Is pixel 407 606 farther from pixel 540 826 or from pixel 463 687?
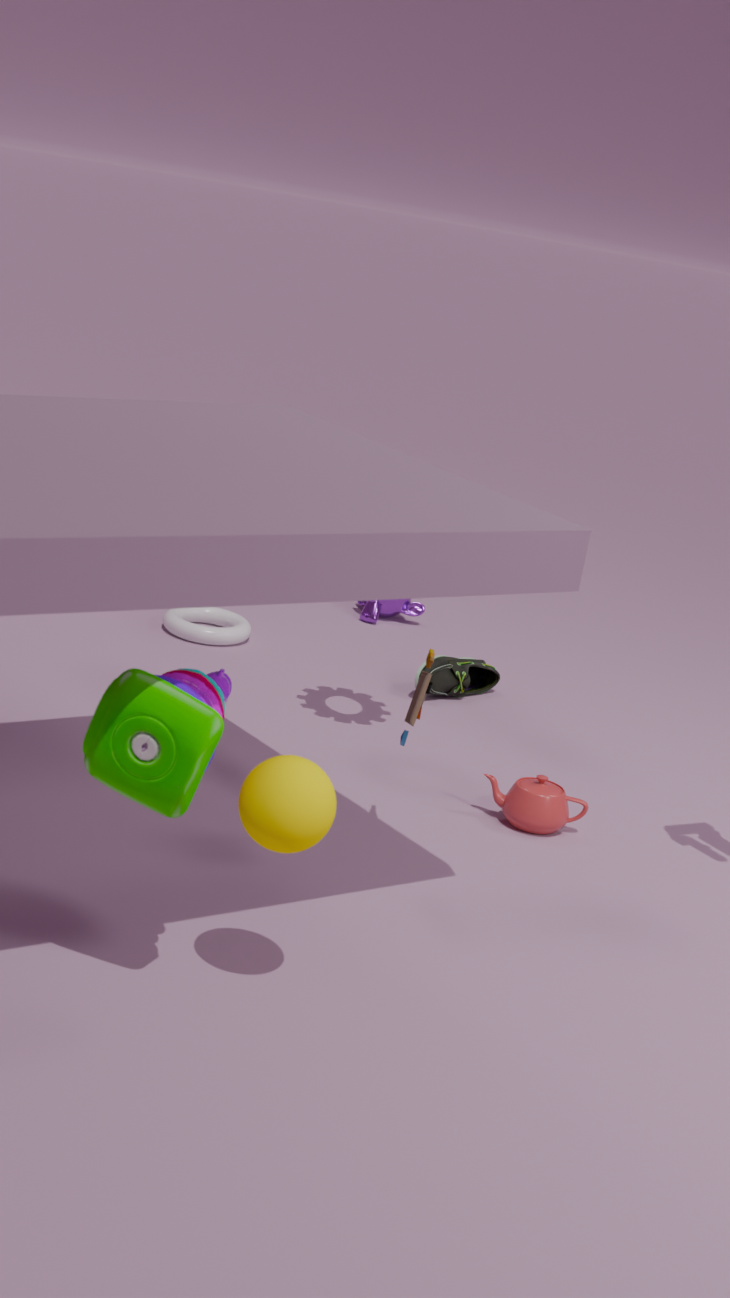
pixel 540 826
